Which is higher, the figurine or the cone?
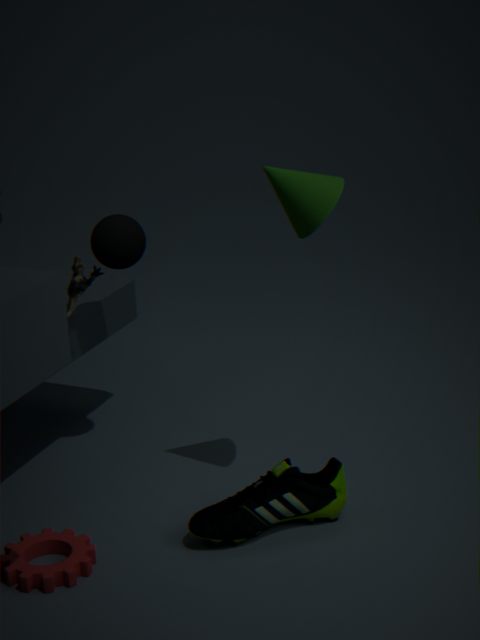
the cone
